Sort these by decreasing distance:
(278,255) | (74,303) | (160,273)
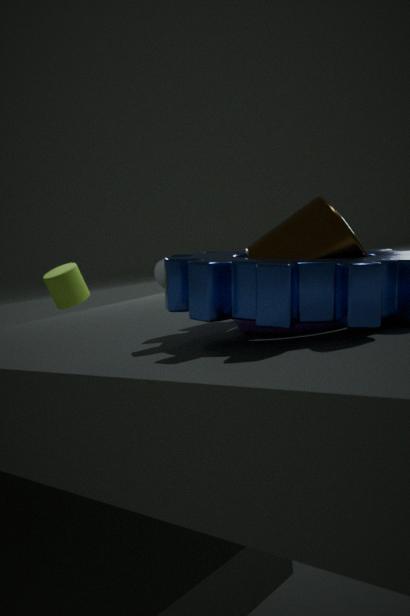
(160,273), (74,303), (278,255)
